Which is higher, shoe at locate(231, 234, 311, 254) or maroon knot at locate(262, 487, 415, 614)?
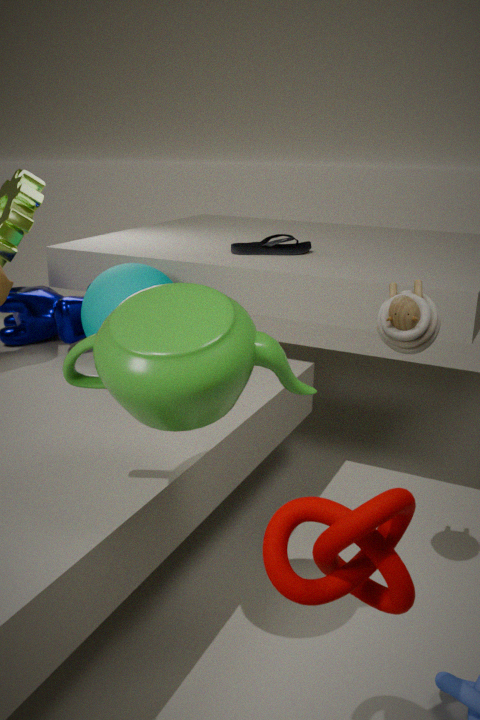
shoe at locate(231, 234, 311, 254)
